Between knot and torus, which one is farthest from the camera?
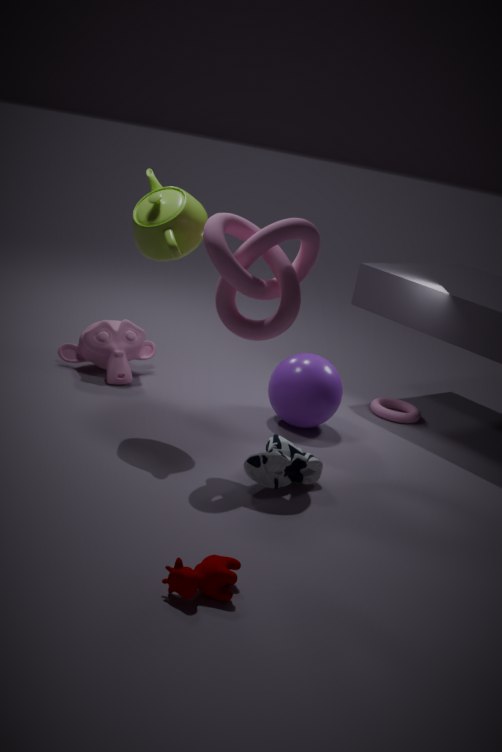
torus
